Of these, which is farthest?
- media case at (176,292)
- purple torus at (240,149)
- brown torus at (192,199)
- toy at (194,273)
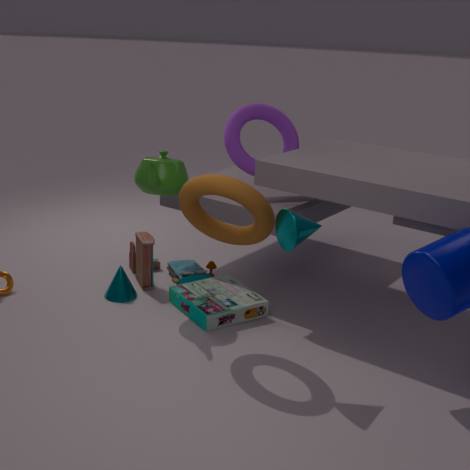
purple torus at (240,149)
